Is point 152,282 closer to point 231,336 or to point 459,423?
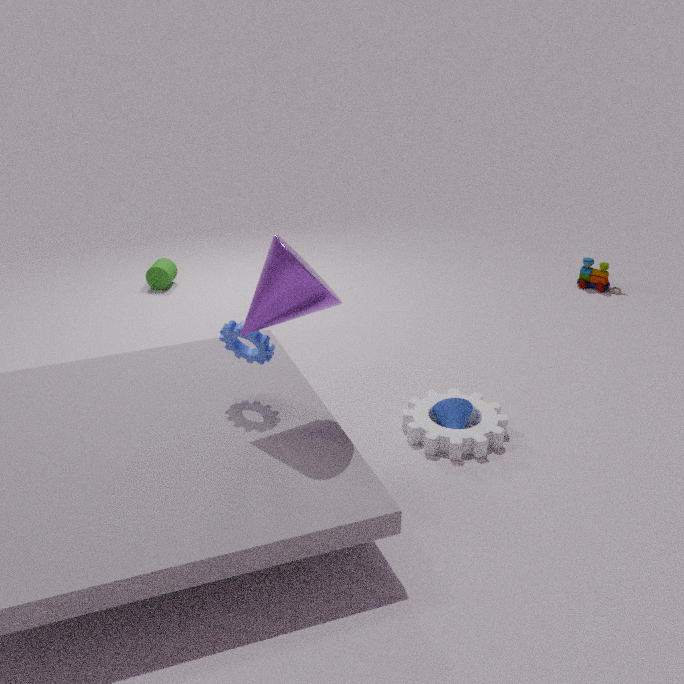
point 231,336
